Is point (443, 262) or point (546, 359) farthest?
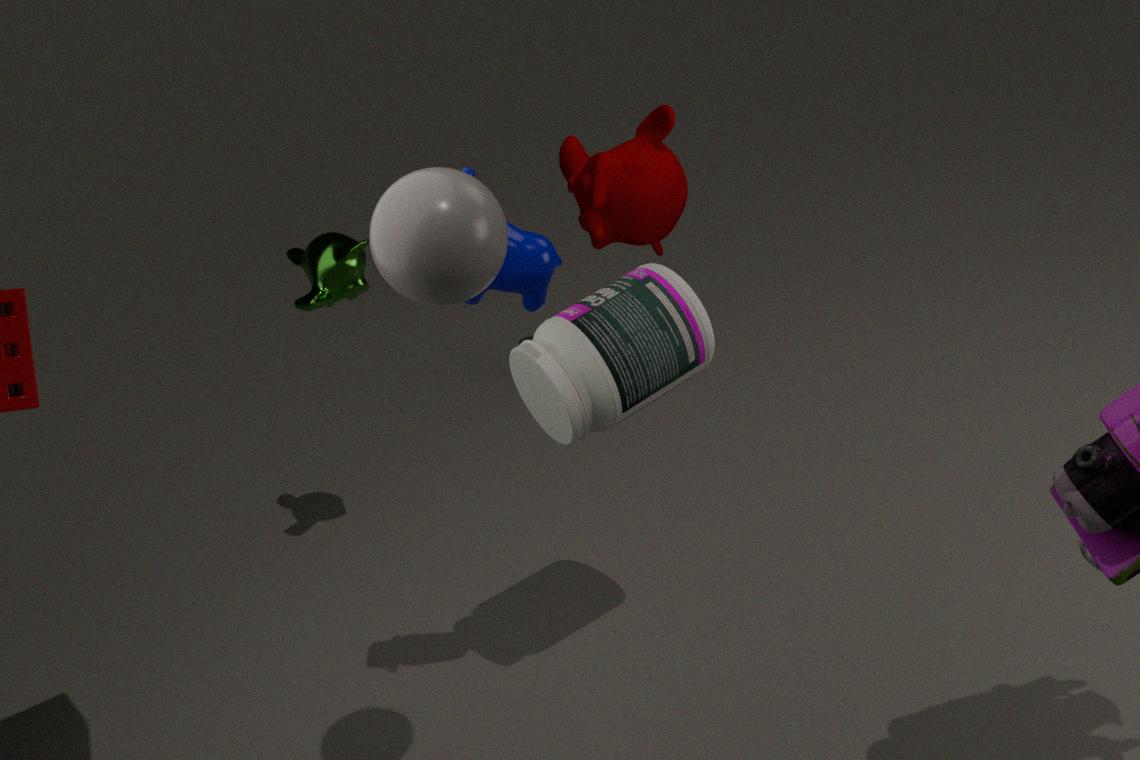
point (546, 359)
